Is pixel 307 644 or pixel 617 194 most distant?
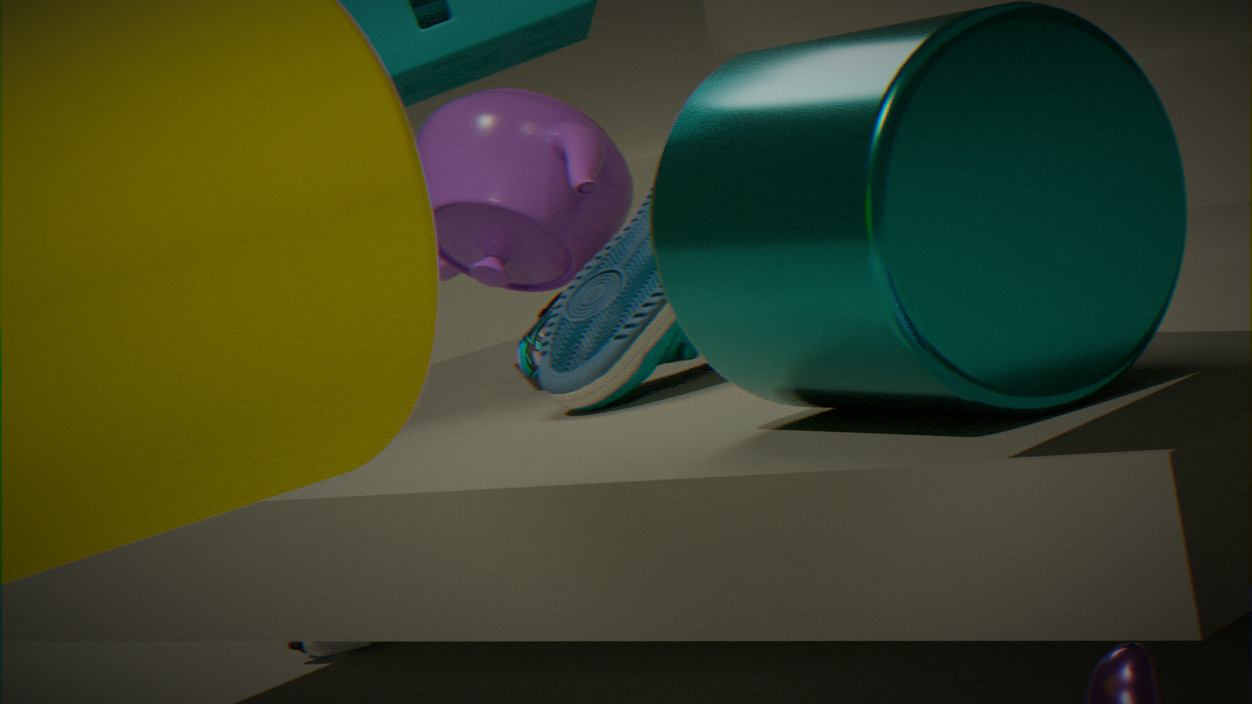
pixel 617 194
